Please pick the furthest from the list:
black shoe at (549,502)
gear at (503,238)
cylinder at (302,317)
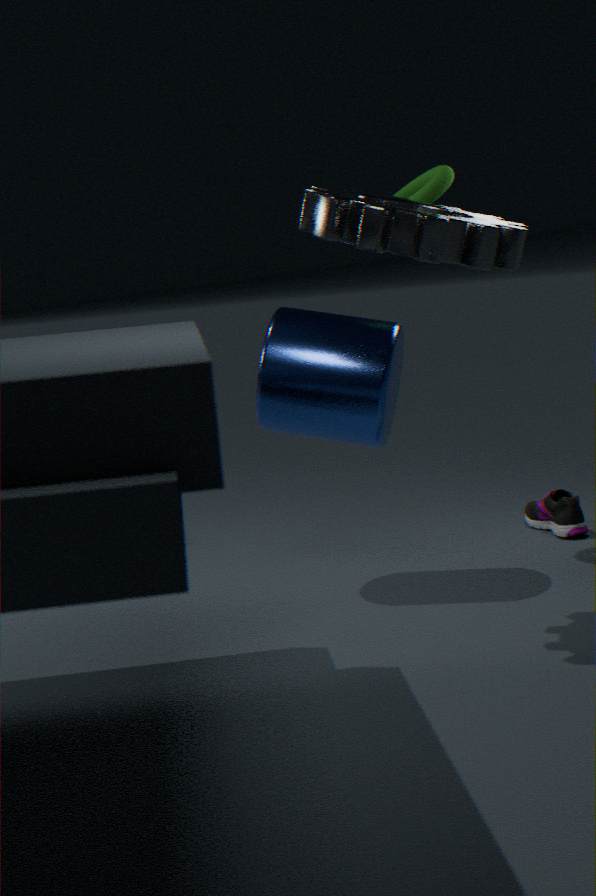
black shoe at (549,502)
